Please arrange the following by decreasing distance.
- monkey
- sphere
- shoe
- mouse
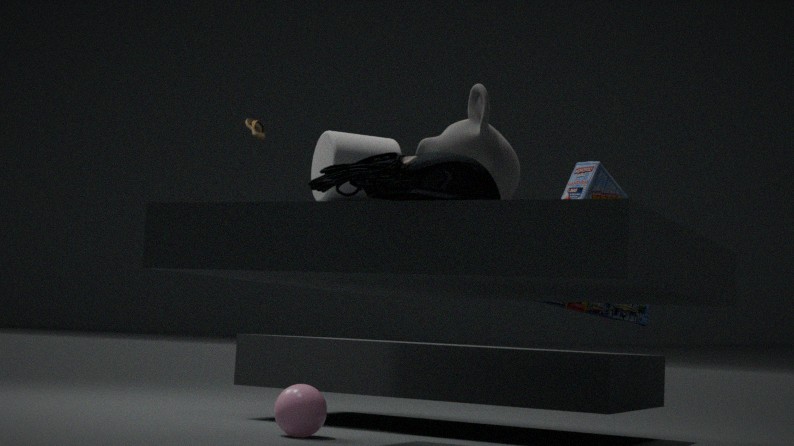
shoe, sphere, monkey, mouse
